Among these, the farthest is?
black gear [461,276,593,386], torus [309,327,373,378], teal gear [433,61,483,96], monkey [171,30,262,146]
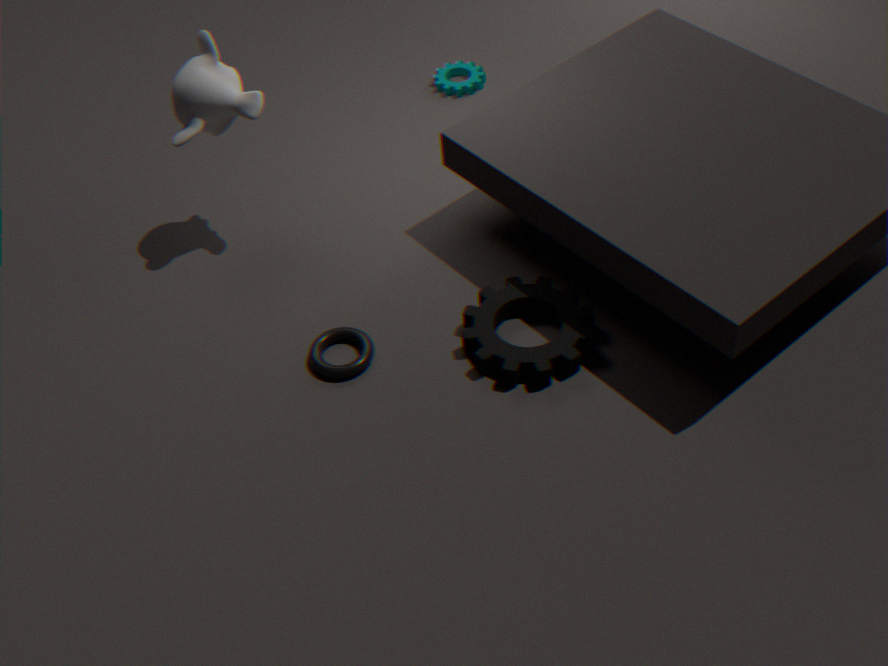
teal gear [433,61,483,96]
